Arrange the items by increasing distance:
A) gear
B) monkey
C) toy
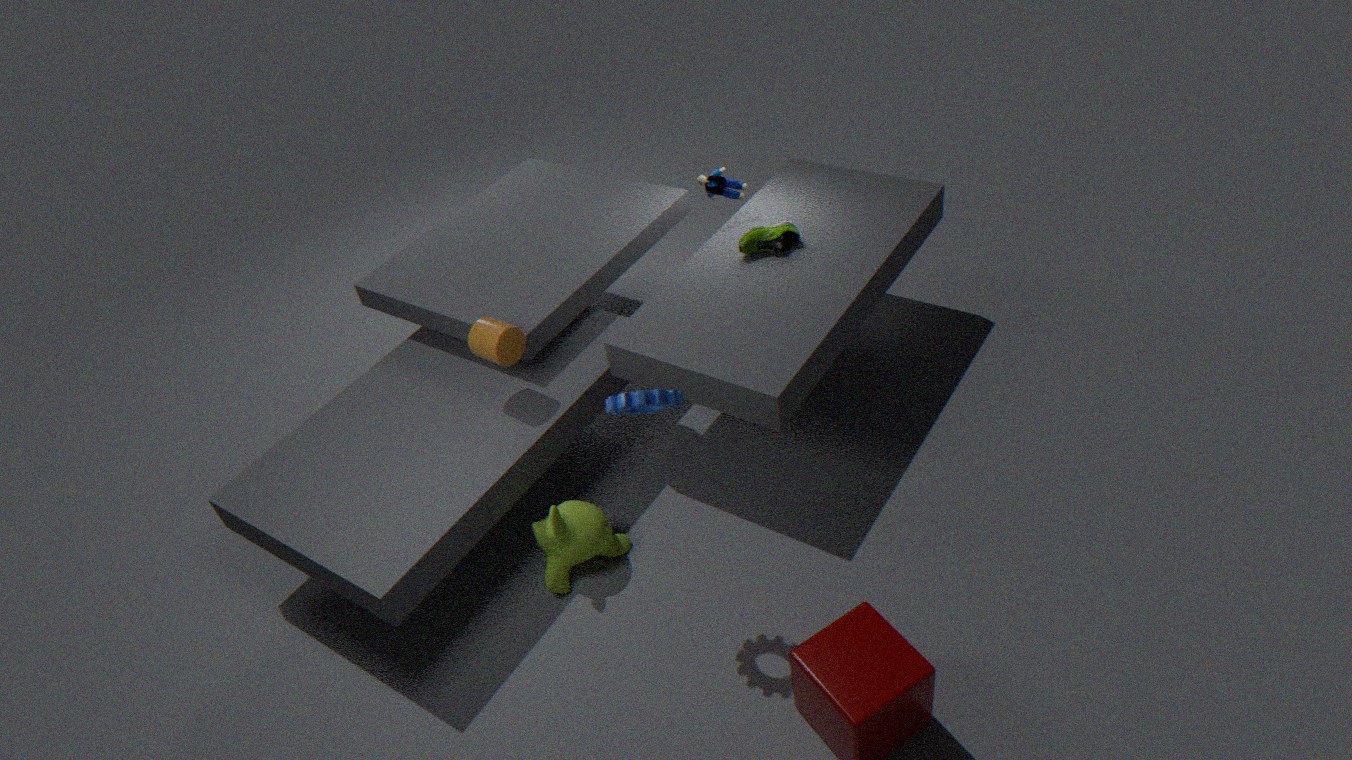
1. gear
2. monkey
3. toy
